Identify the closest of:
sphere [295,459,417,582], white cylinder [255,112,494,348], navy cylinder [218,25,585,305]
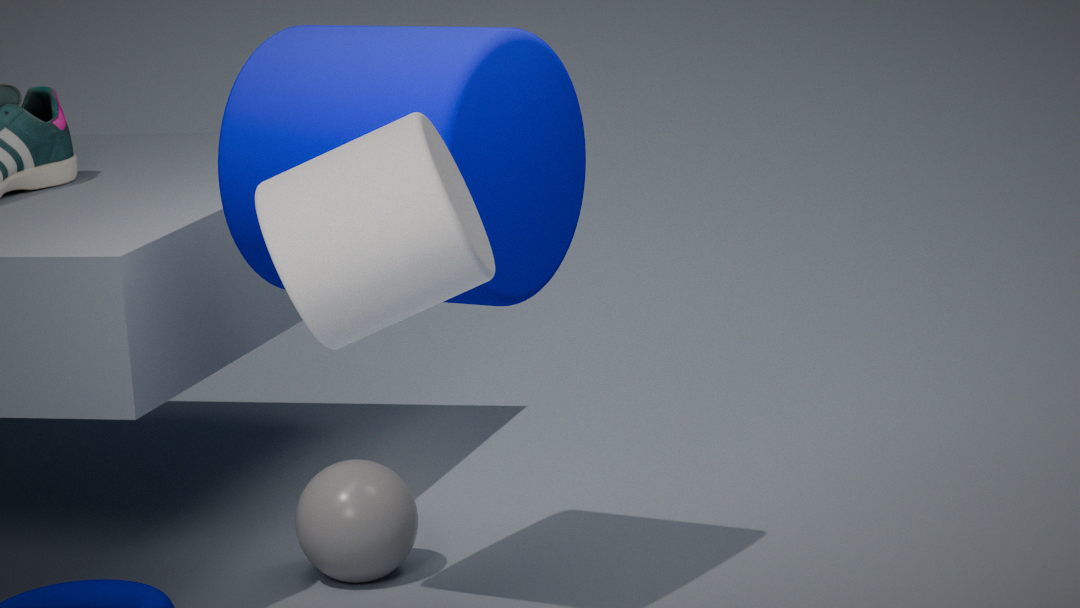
white cylinder [255,112,494,348]
